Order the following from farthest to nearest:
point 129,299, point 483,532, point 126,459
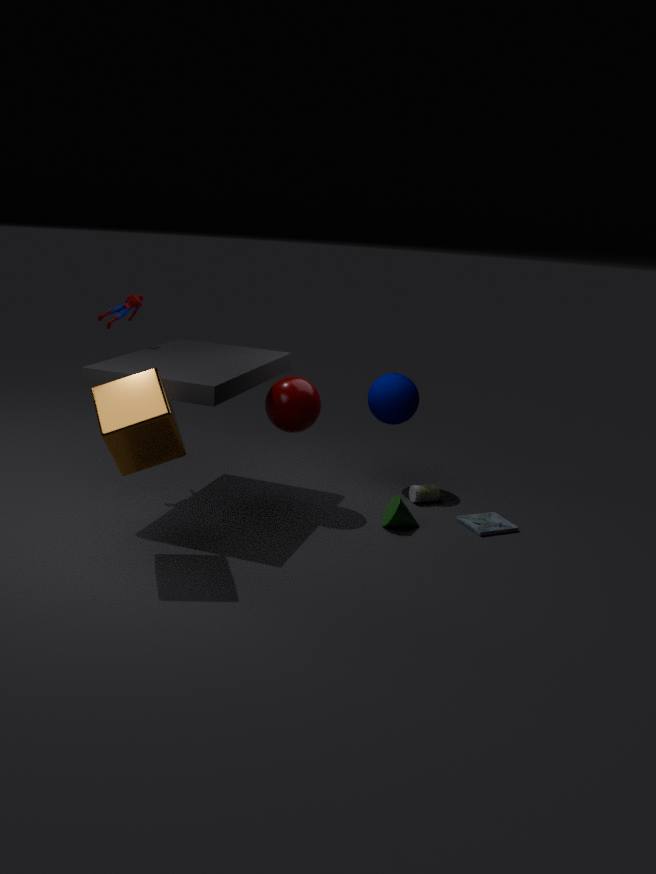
point 129,299, point 483,532, point 126,459
